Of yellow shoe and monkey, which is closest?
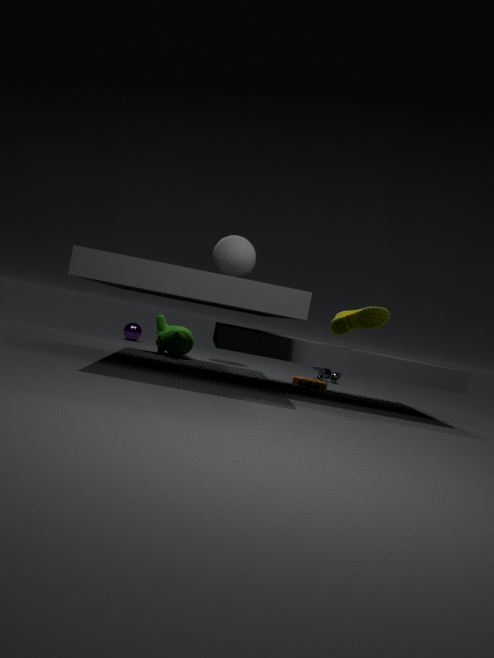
yellow shoe
